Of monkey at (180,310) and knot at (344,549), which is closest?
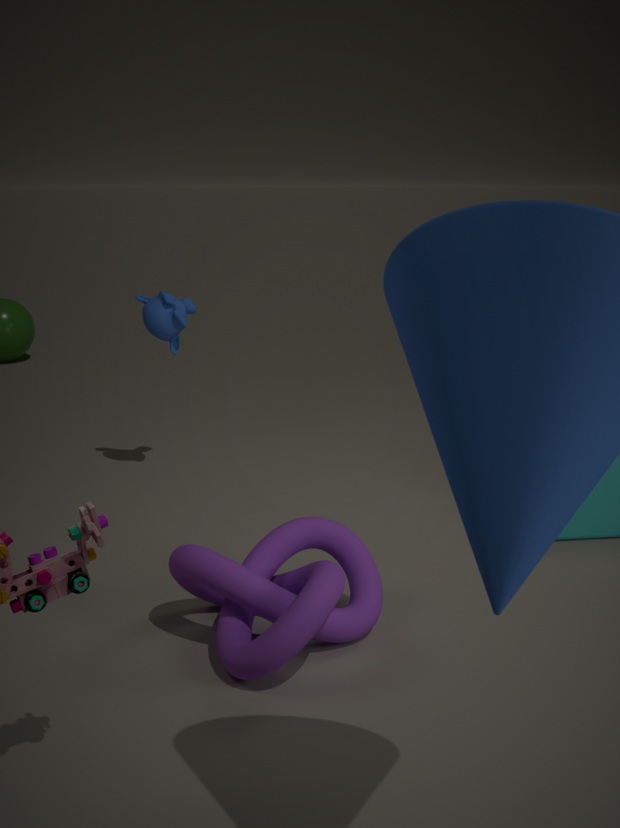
knot at (344,549)
